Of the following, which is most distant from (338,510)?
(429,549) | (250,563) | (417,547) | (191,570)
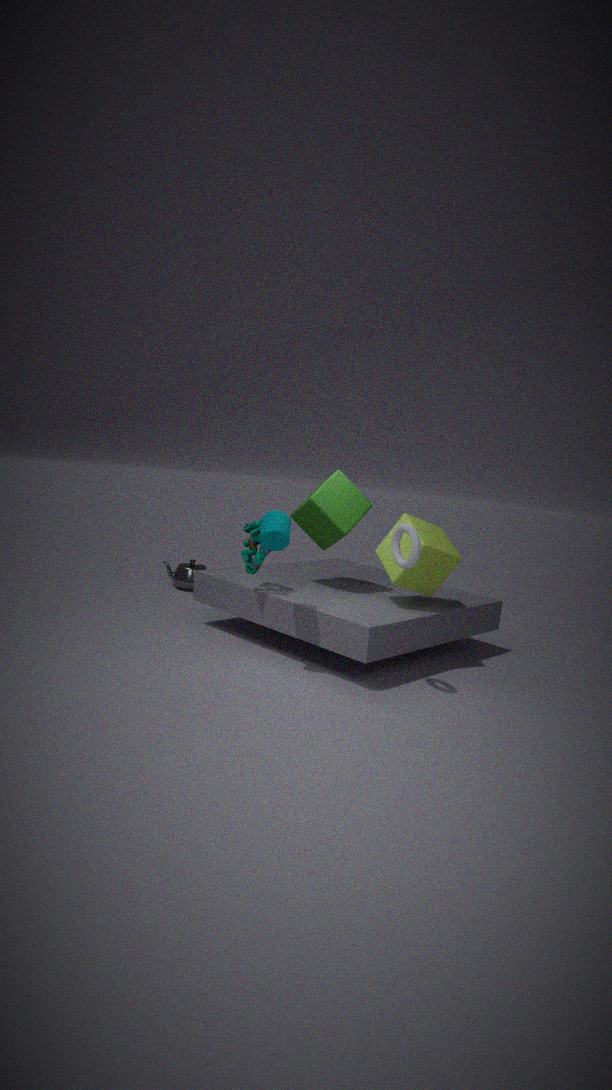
(191,570)
